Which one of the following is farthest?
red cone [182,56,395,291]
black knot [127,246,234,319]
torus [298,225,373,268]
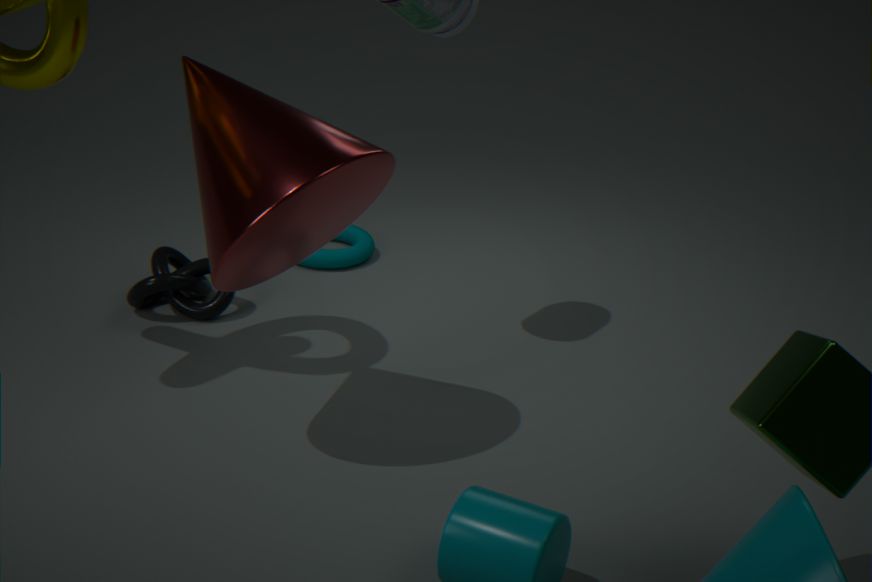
torus [298,225,373,268]
